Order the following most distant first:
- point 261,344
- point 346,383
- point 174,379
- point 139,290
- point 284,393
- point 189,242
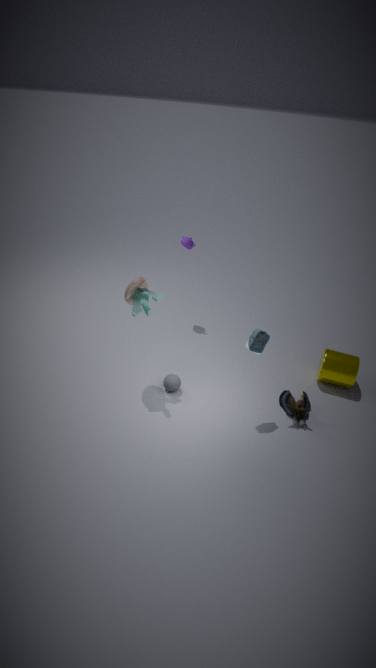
point 189,242 < point 346,383 < point 284,393 < point 174,379 < point 139,290 < point 261,344
